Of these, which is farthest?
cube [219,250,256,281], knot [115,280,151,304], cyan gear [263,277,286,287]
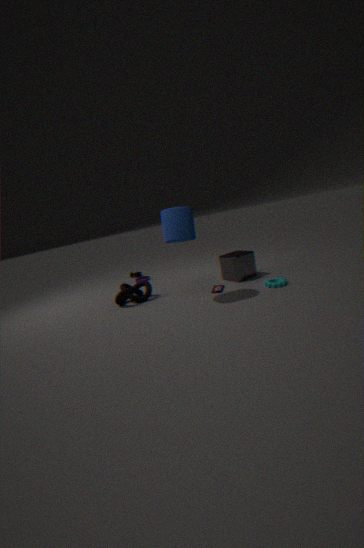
cube [219,250,256,281]
